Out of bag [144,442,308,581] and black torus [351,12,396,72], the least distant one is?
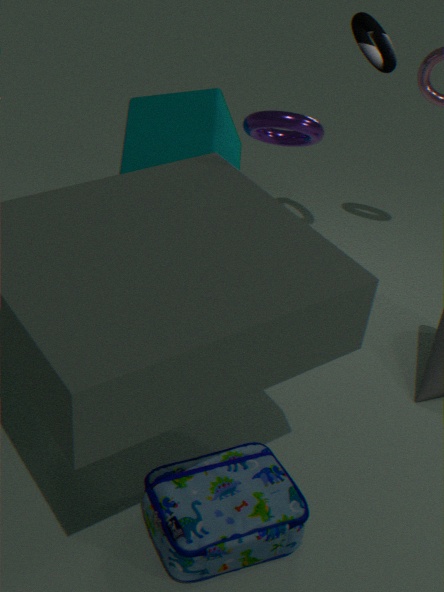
bag [144,442,308,581]
